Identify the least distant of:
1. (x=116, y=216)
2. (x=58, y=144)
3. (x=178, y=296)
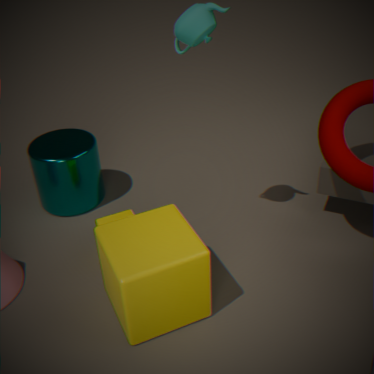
(x=178, y=296)
